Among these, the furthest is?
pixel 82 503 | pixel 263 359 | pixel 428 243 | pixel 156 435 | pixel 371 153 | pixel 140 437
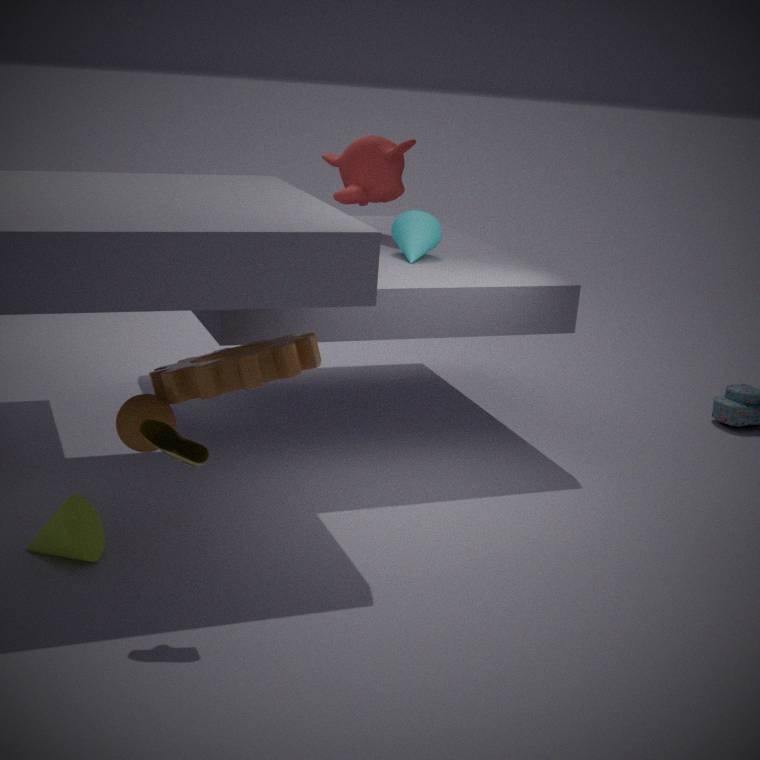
pixel 371 153
